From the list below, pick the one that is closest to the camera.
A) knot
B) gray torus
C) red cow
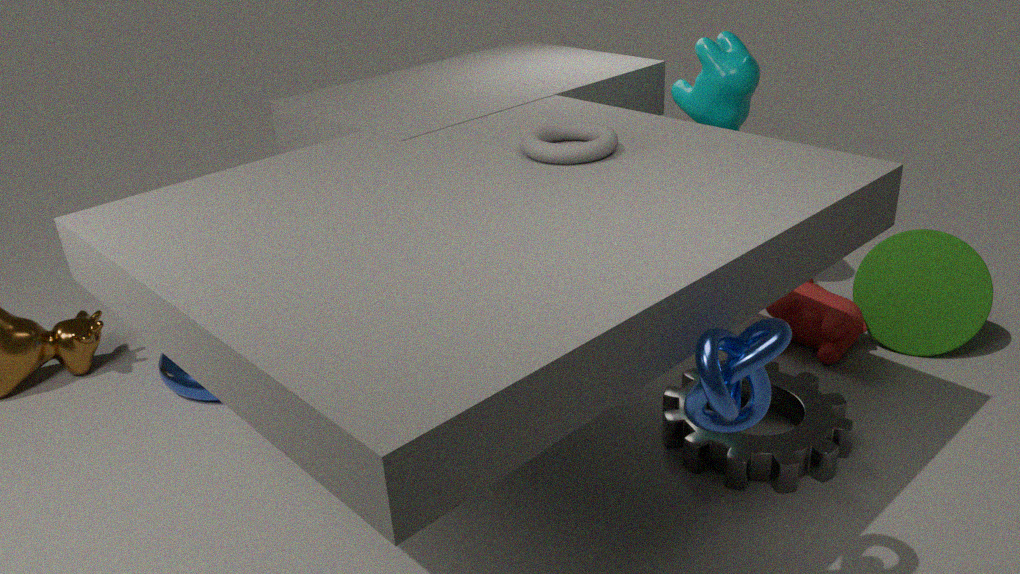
knot
